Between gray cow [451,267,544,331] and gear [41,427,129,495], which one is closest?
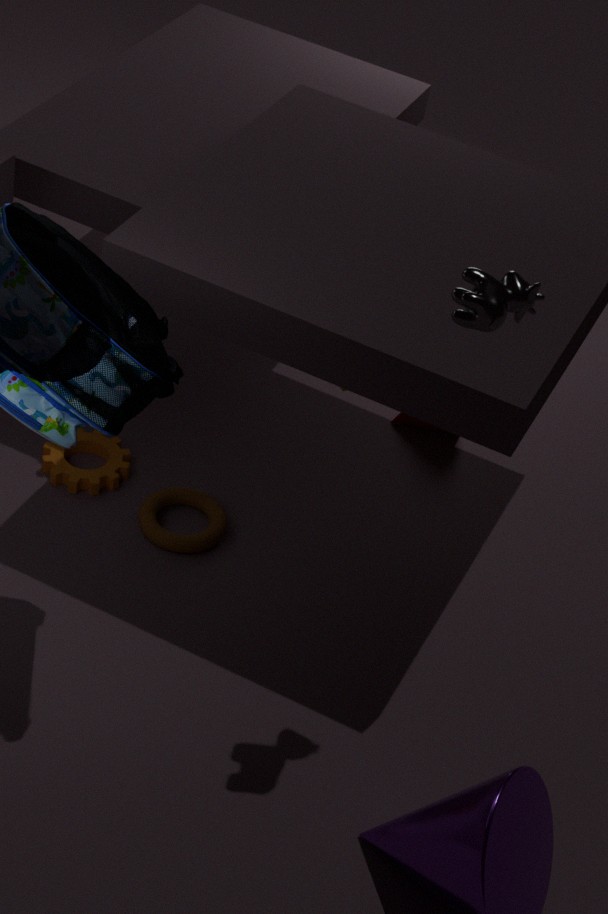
gray cow [451,267,544,331]
